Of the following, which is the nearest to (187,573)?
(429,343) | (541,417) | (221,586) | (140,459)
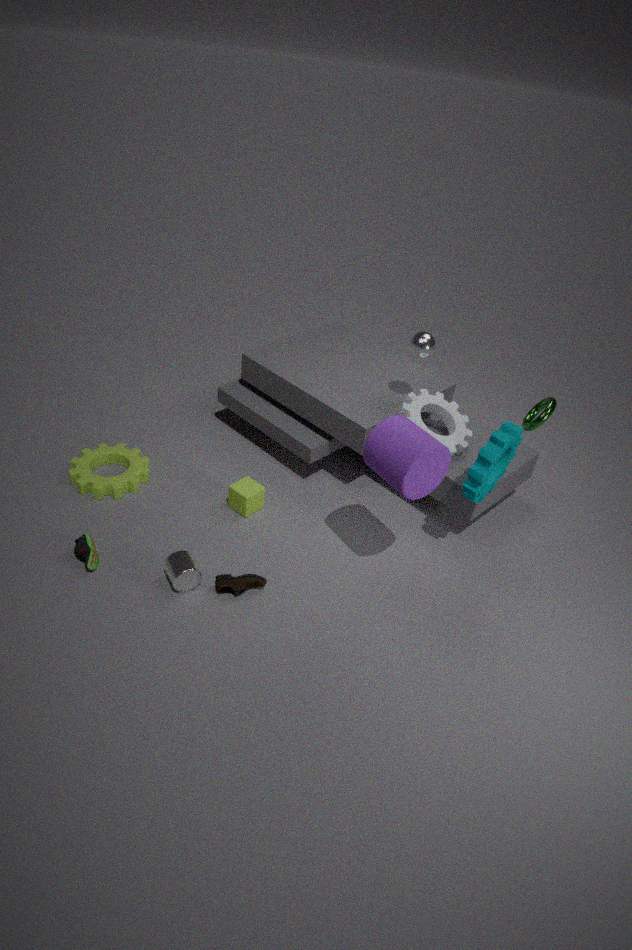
(221,586)
